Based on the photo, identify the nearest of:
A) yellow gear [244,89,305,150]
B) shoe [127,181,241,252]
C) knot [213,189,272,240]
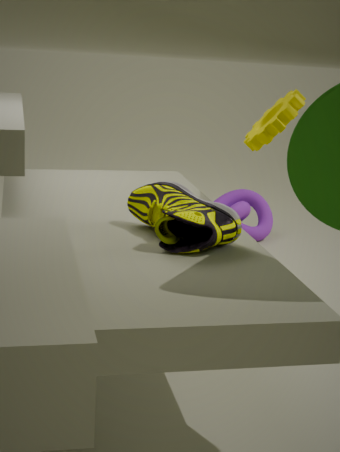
shoe [127,181,241,252]
